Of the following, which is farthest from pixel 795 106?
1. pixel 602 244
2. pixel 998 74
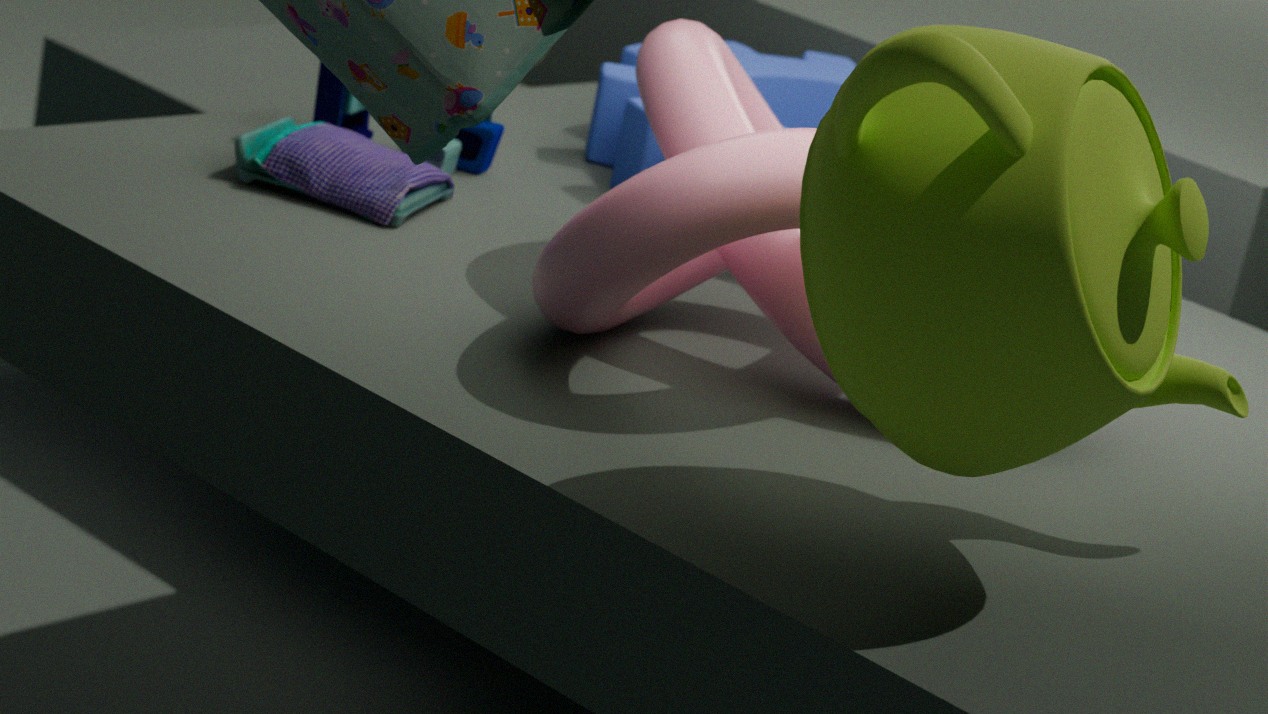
pixel 998 74
